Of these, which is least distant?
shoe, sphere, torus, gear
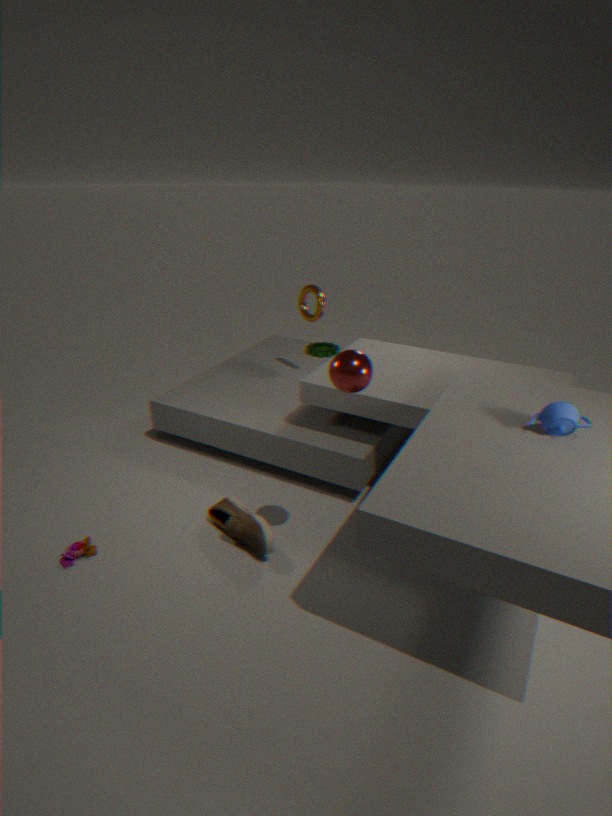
sphere
